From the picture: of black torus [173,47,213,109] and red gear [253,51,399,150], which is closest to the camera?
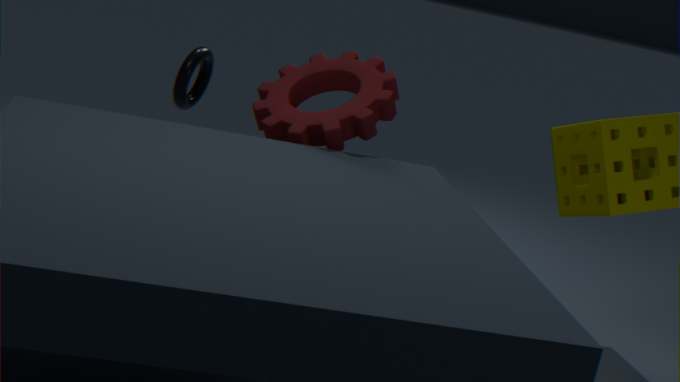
red gear [253,51,399,150]
